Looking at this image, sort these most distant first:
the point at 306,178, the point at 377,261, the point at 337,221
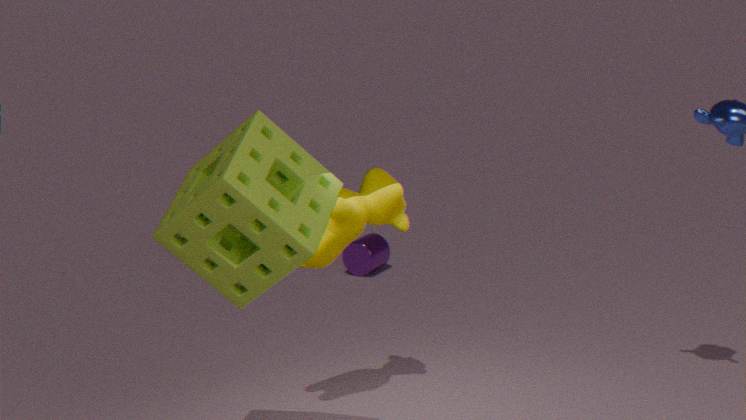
the point at 377,261 → the point at 337,221 → the point at 306,178
